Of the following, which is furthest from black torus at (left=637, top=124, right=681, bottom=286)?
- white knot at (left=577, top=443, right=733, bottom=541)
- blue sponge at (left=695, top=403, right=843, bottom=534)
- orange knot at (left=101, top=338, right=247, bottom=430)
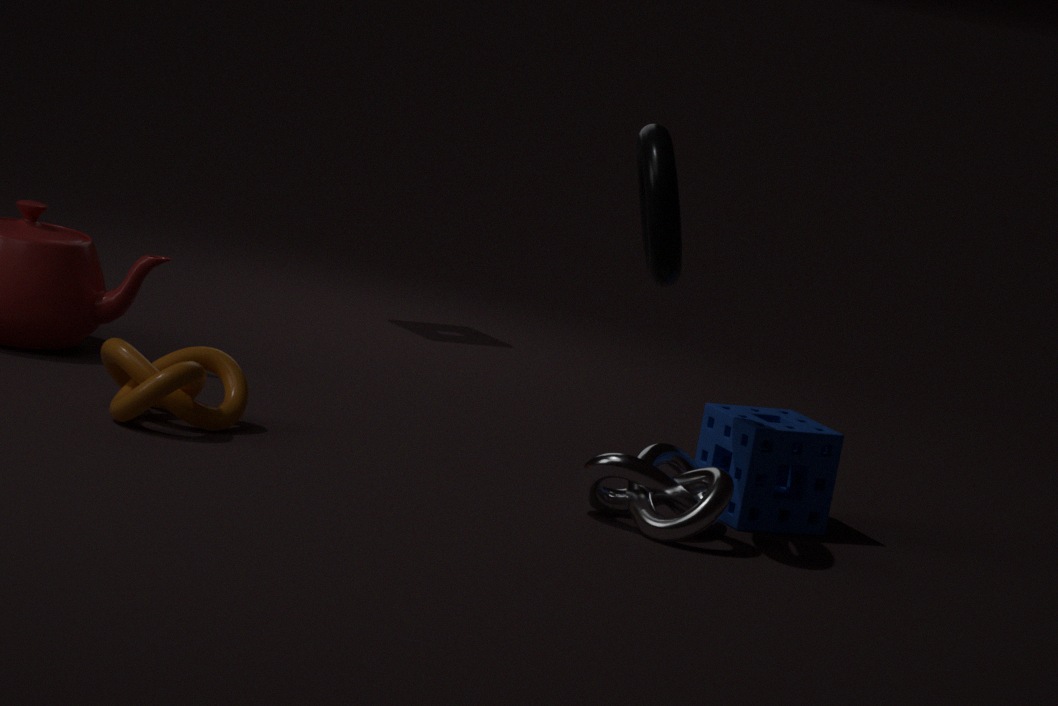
orange knot at (left=101, top=338, right=247, bottom=430)
